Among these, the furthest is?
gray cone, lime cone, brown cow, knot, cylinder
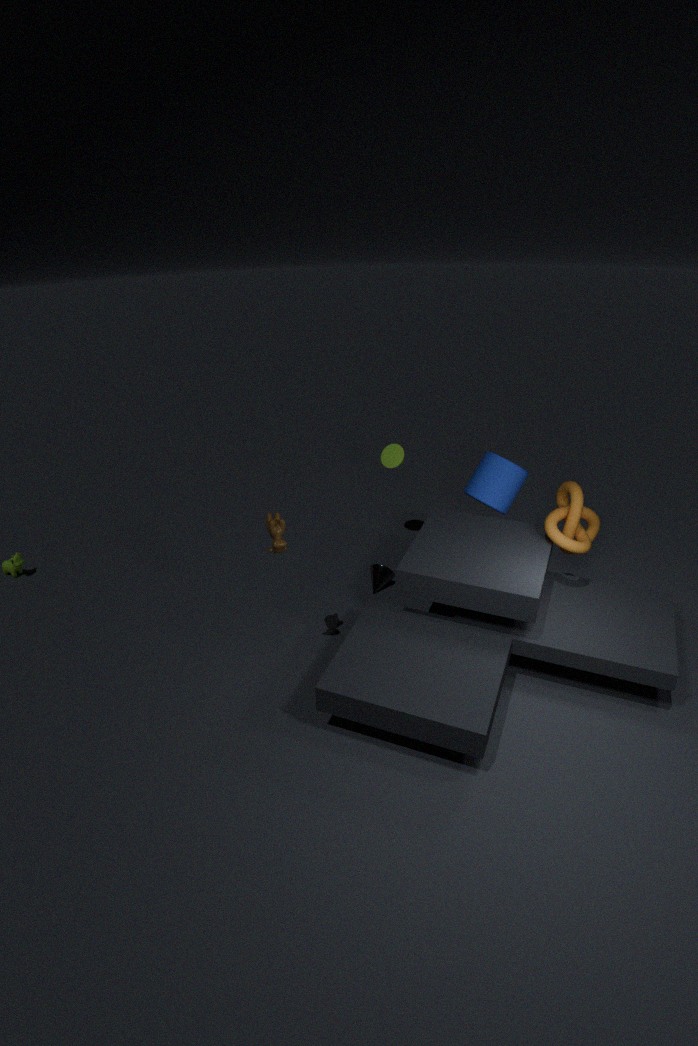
lime cone
